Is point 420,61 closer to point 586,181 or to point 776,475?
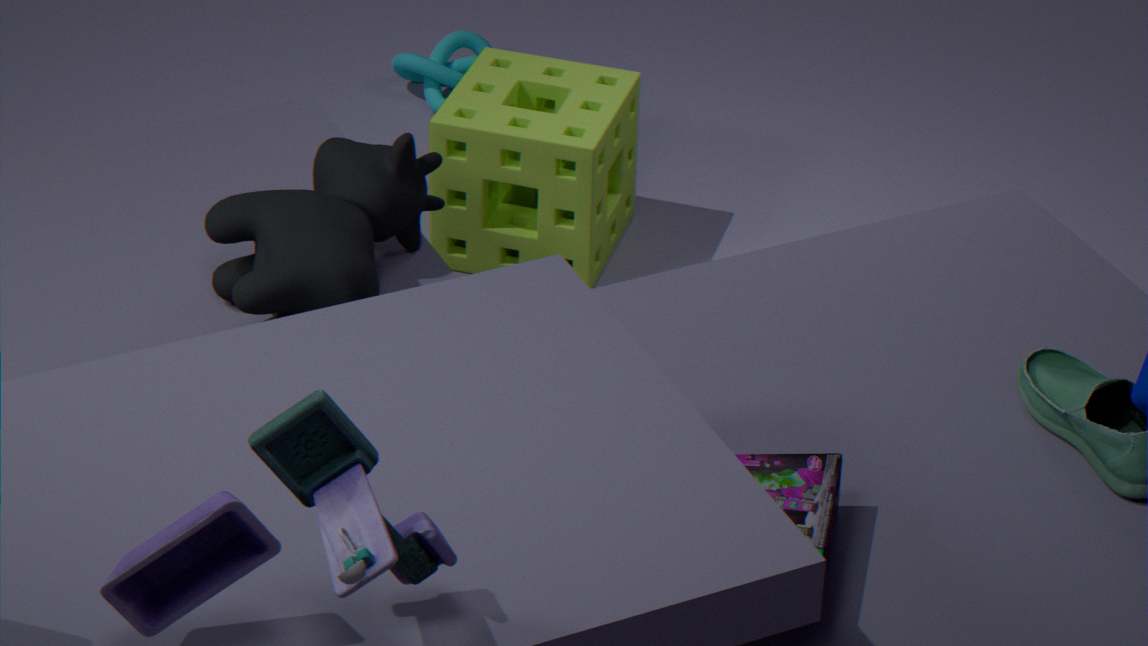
point 586,181
